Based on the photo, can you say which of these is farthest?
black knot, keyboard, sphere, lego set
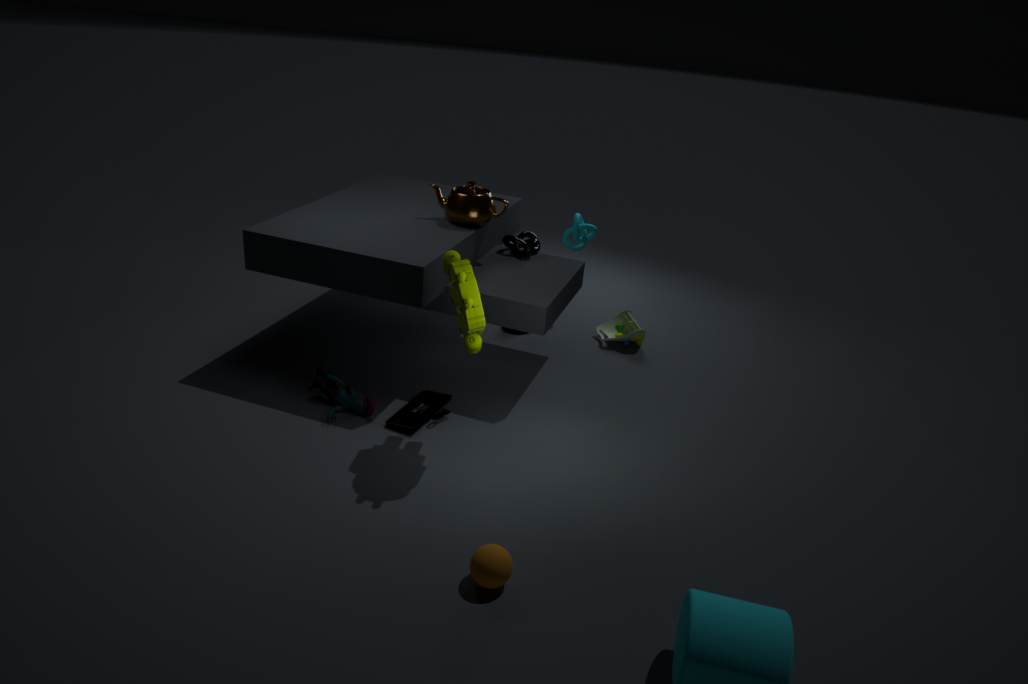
black knot
